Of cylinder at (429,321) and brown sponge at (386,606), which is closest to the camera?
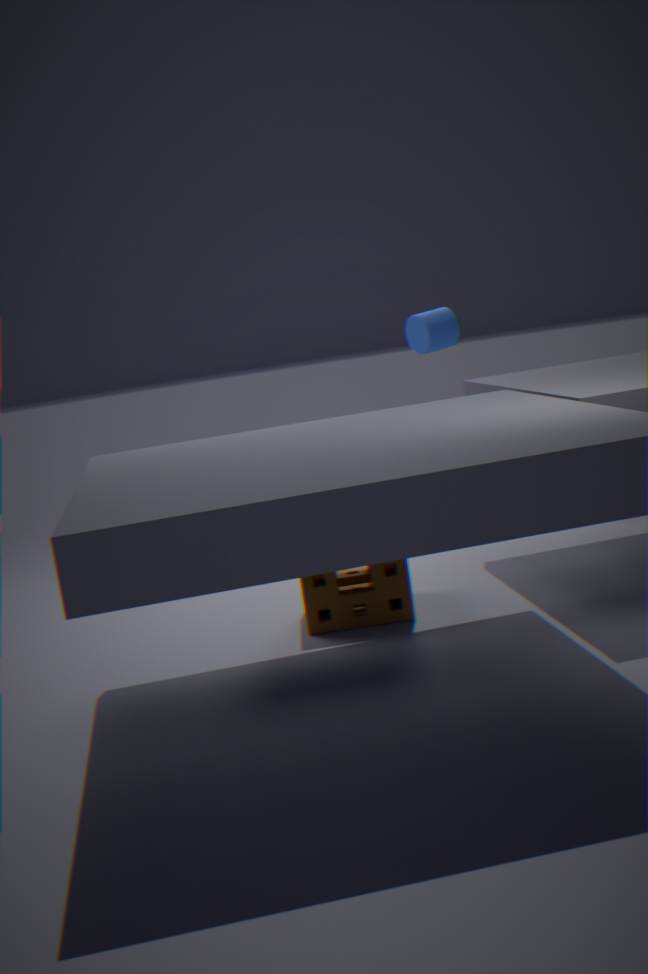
brown sponge at (386,606)
